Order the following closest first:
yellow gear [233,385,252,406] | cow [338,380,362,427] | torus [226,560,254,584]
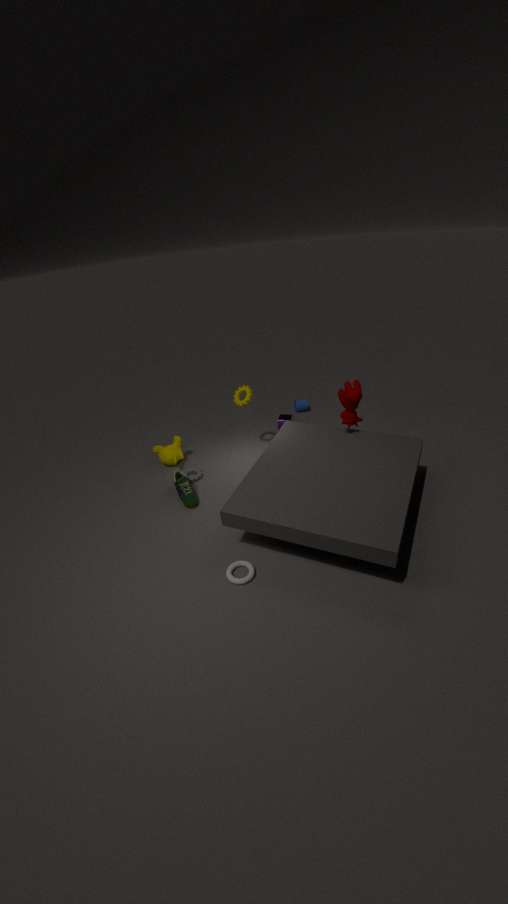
torus [226,560,254,584] < cow [338,380,362,427] < yellow gear [233,385,252,406]
